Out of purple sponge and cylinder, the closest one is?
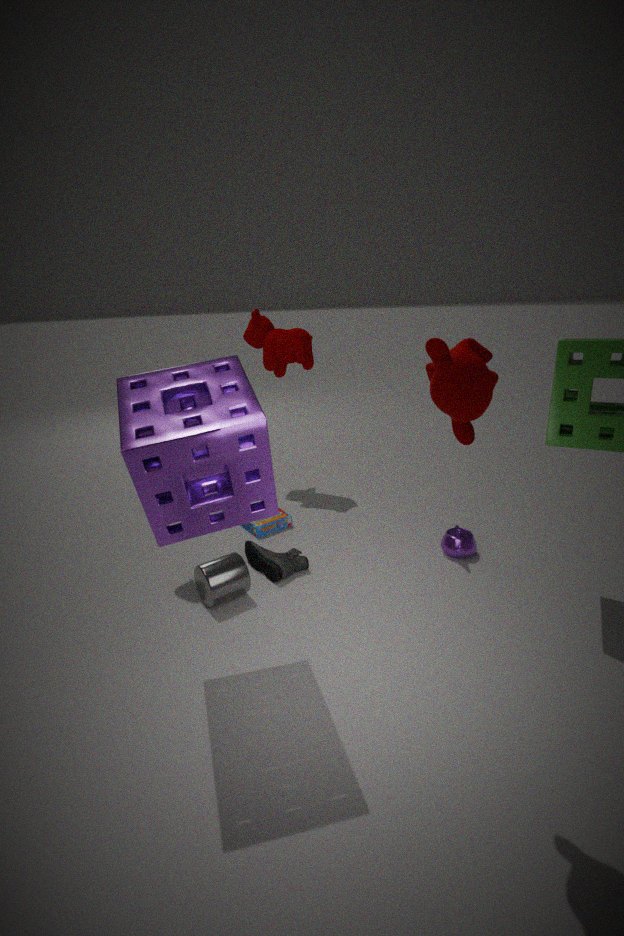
purple sponge
